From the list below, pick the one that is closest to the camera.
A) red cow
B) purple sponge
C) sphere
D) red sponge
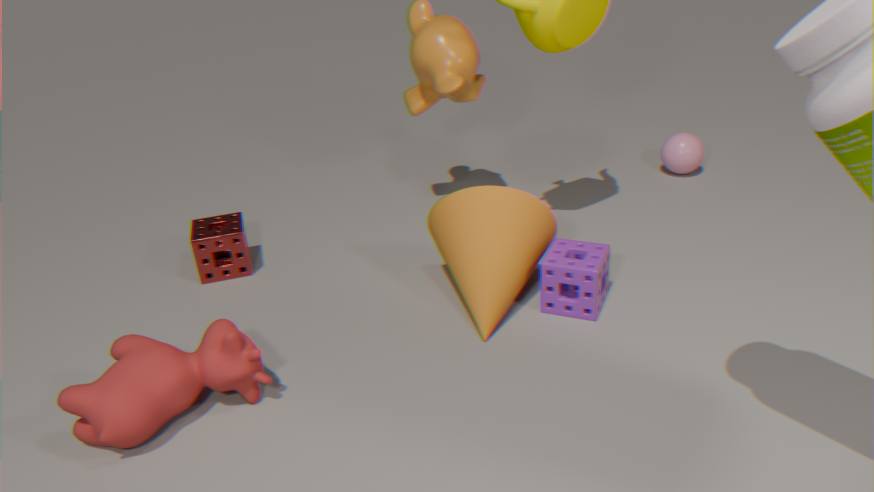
red cow
